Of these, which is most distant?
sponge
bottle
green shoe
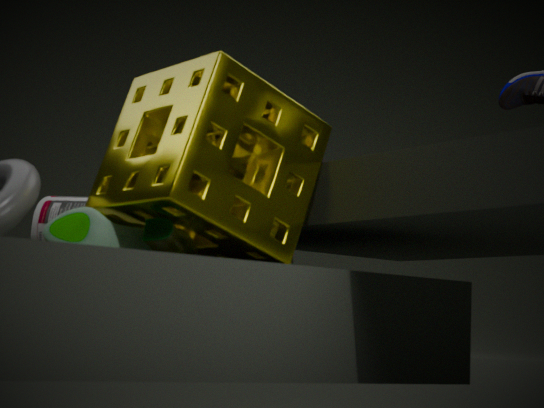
bottle
